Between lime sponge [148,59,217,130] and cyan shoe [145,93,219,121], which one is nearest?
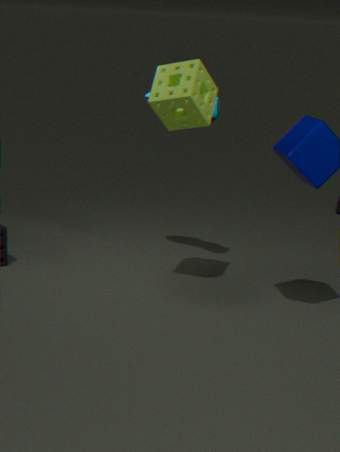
lime sponge [148,59,217,130]
